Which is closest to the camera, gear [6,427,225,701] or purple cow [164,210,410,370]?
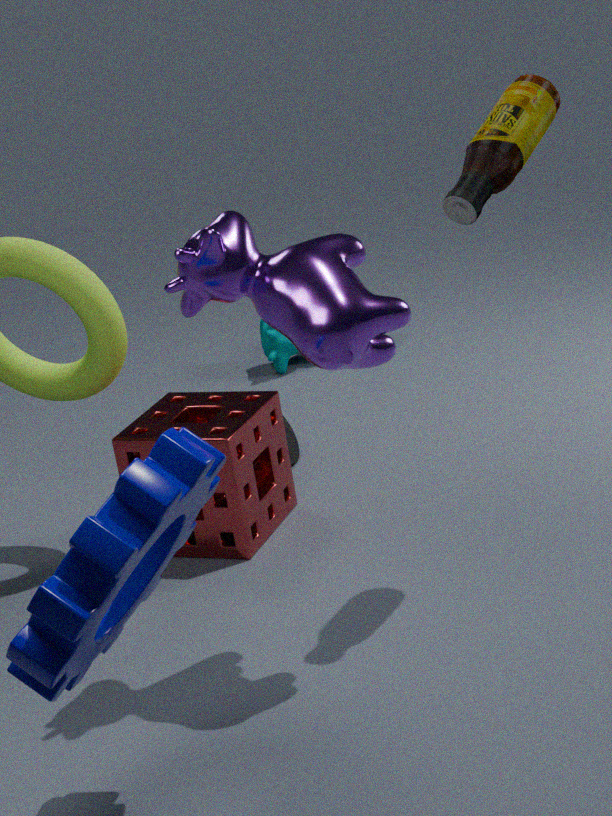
gear [6,427,225,701]
